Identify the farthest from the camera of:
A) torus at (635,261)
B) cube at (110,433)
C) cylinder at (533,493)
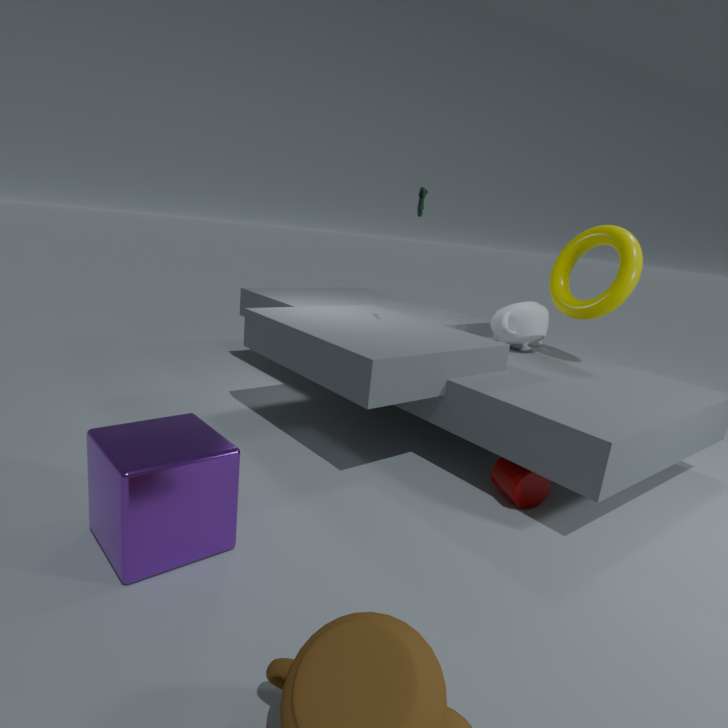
torus at (635,261)
